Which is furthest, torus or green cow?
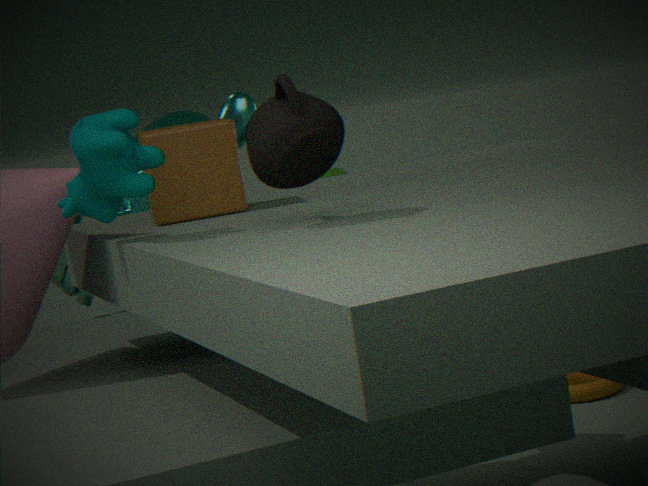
torus
